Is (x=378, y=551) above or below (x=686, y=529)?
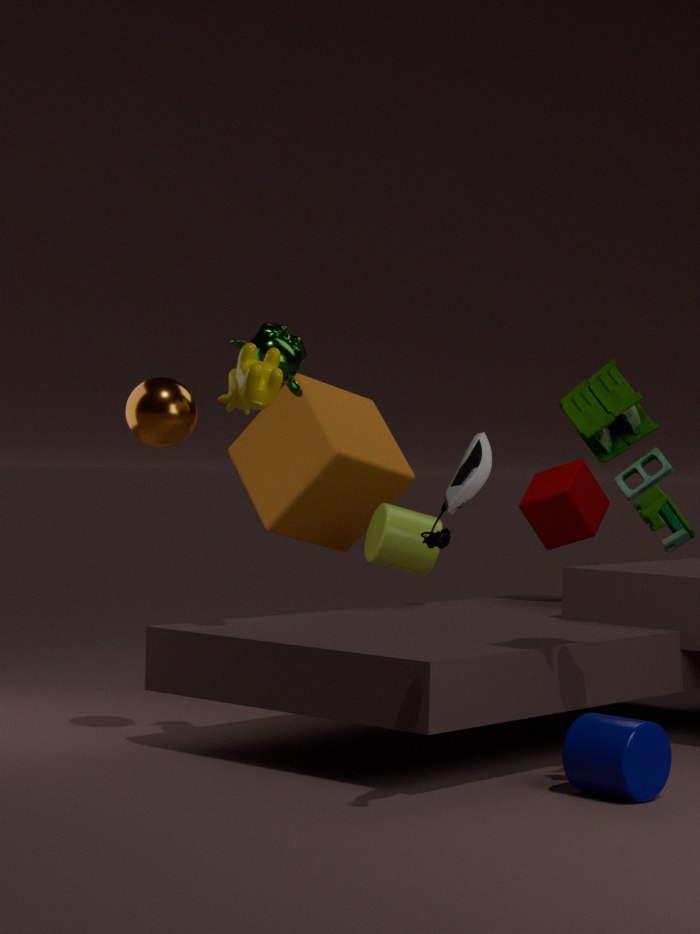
below
